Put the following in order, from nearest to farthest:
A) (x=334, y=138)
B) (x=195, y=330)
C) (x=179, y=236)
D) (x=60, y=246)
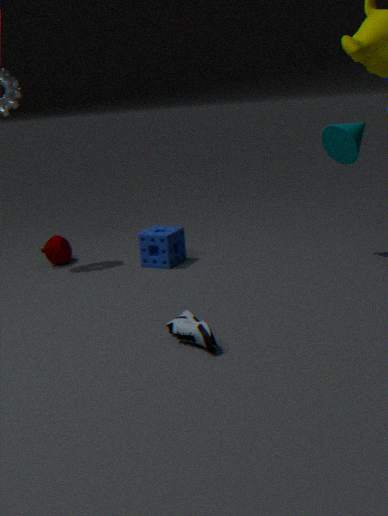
1. (x=195, y=330)
2. (x=334, y=138)
3. (x=179, y=236)
4. (x=60, y=246)
